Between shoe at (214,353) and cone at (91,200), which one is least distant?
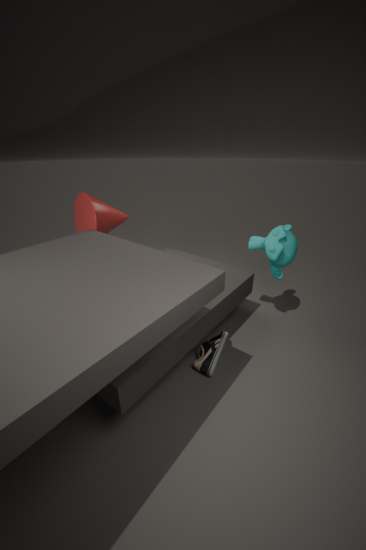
shoe at (214,353)
